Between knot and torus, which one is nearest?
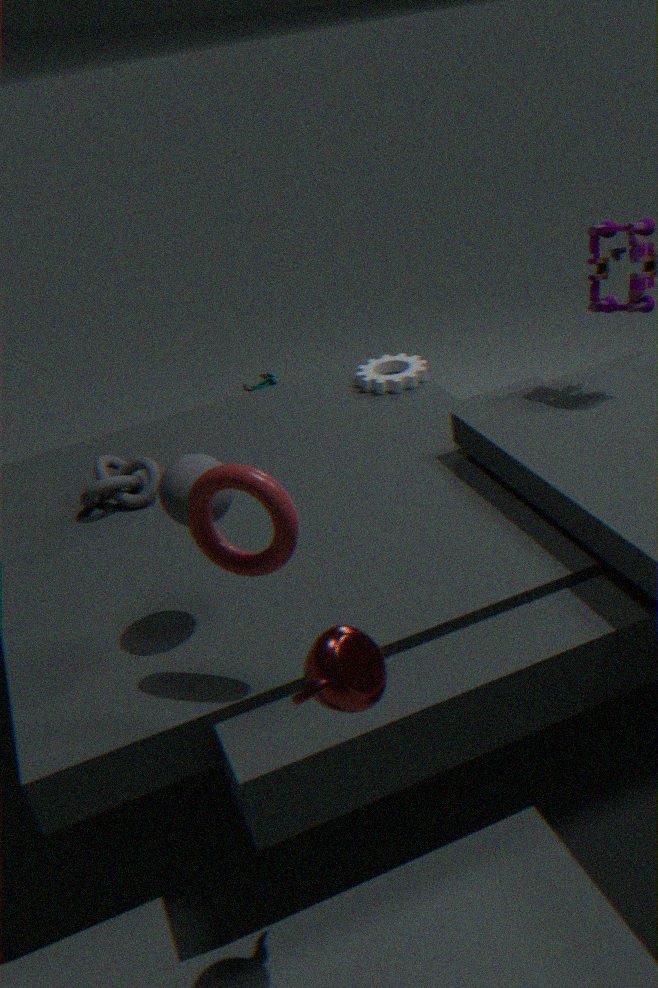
torus
